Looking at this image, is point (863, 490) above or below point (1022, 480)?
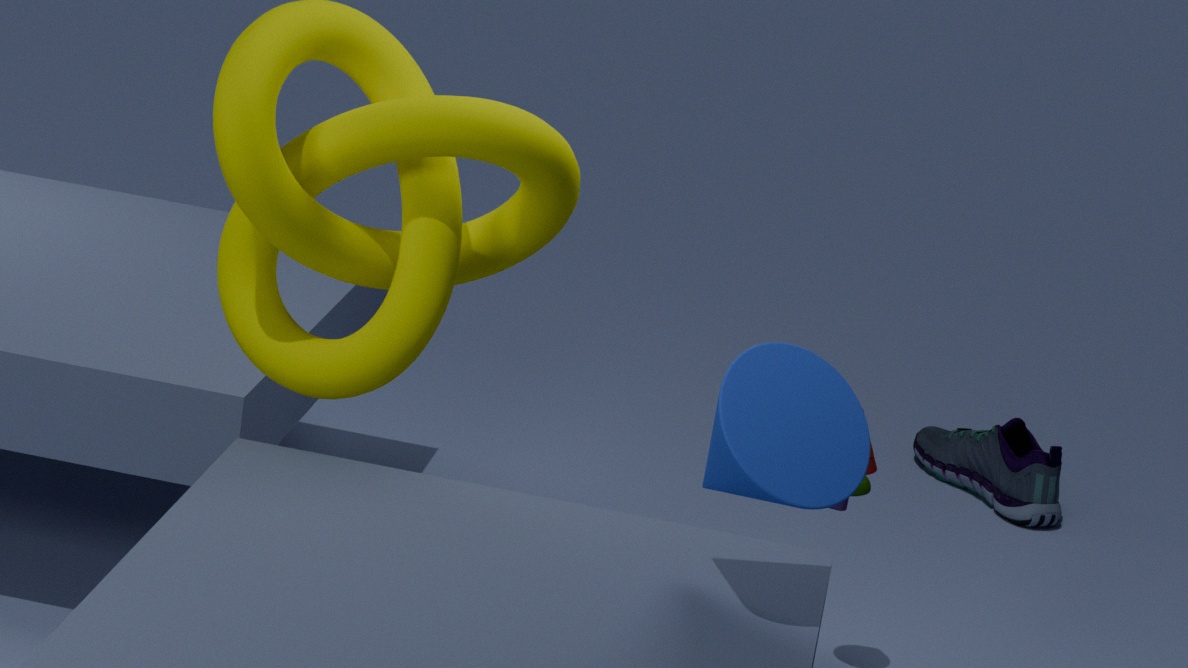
above
